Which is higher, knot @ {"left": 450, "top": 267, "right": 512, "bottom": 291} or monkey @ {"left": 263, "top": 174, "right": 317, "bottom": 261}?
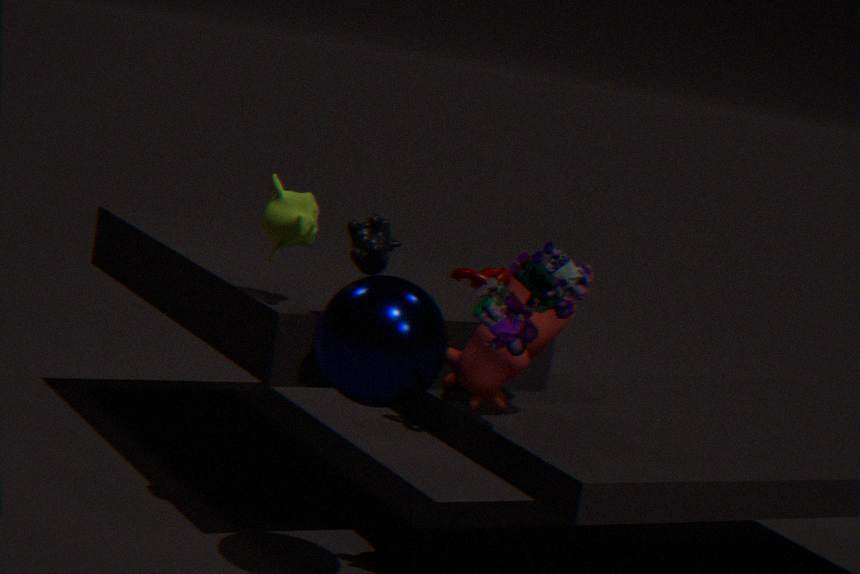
monkey @ {"left": 263, "top": 174, "right": 317, "bottom": 261}
